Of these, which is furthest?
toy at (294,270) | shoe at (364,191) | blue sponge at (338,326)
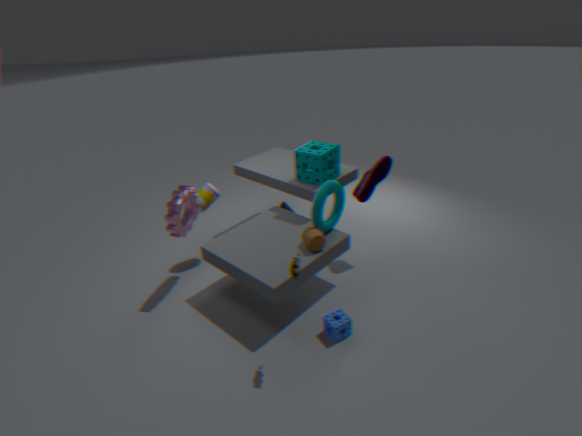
shoe at (364,191)
